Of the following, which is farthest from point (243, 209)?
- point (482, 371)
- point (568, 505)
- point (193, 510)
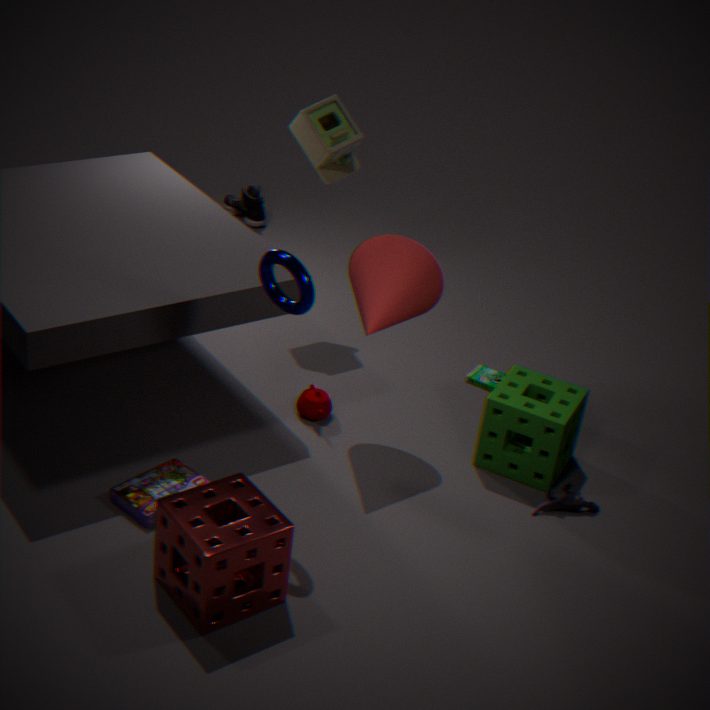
point (193, 510)
